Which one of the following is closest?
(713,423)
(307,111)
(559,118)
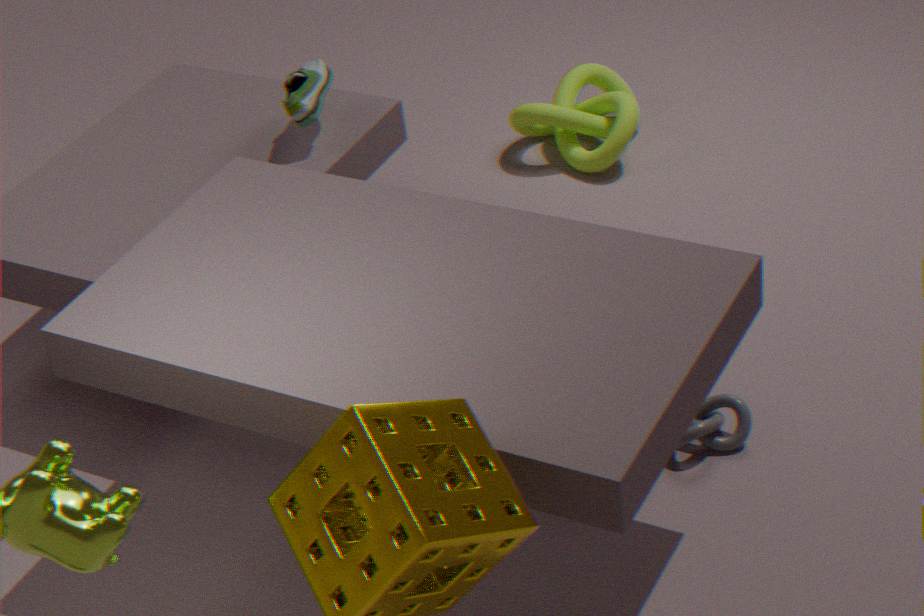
(713,423)
